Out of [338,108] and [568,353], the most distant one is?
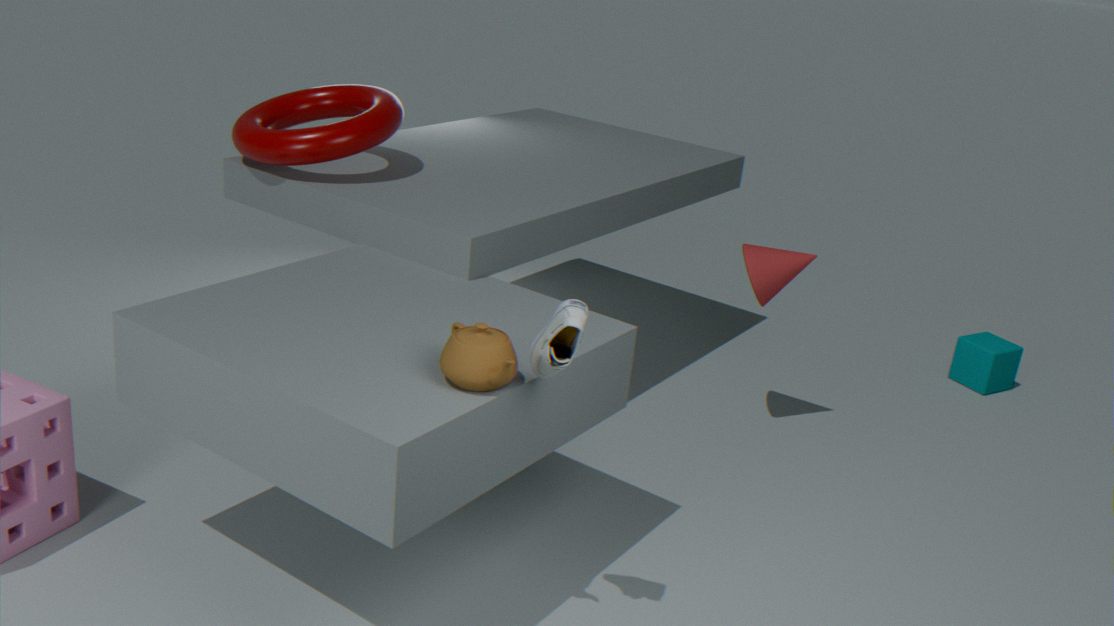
[338,108]
